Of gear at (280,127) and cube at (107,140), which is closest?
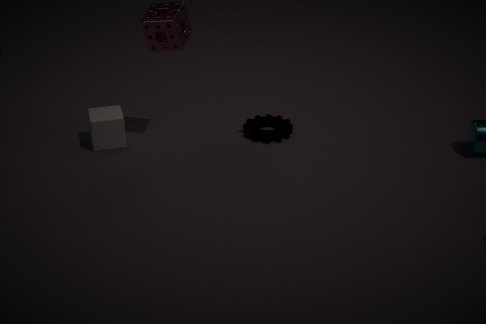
cube at (107,140)
